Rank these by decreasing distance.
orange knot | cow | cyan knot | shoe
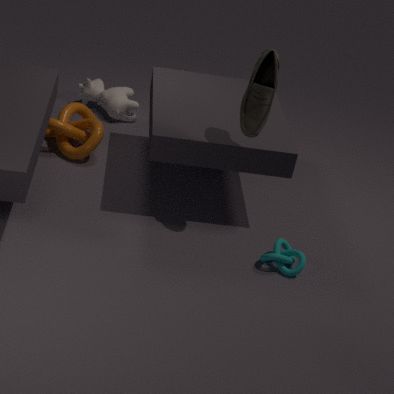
cow < orange knot < cyan knot < shoe
